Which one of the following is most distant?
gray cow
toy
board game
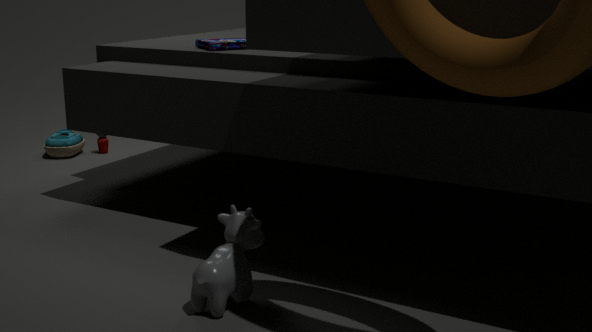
toy
